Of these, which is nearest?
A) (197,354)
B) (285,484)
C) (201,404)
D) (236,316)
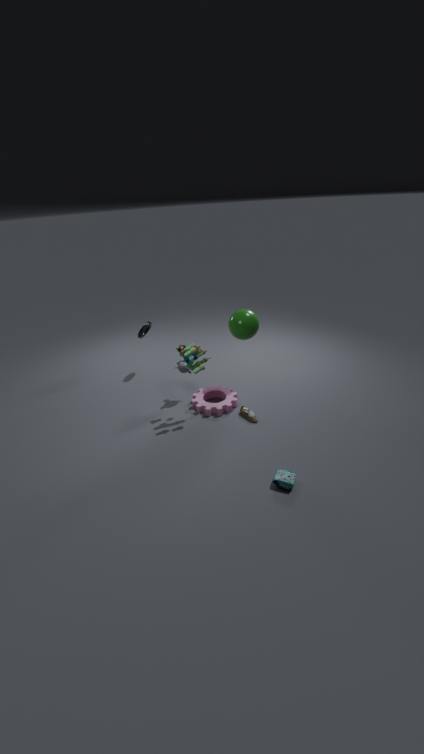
(285,484)
